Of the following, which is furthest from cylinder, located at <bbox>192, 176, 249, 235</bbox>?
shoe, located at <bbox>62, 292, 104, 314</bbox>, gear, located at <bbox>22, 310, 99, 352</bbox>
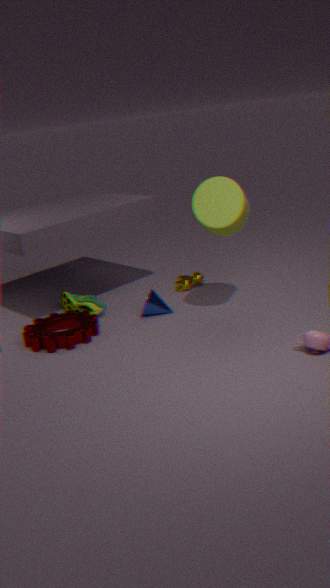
gear, located at <bbox>22, 310, 99, 352</bbox>
